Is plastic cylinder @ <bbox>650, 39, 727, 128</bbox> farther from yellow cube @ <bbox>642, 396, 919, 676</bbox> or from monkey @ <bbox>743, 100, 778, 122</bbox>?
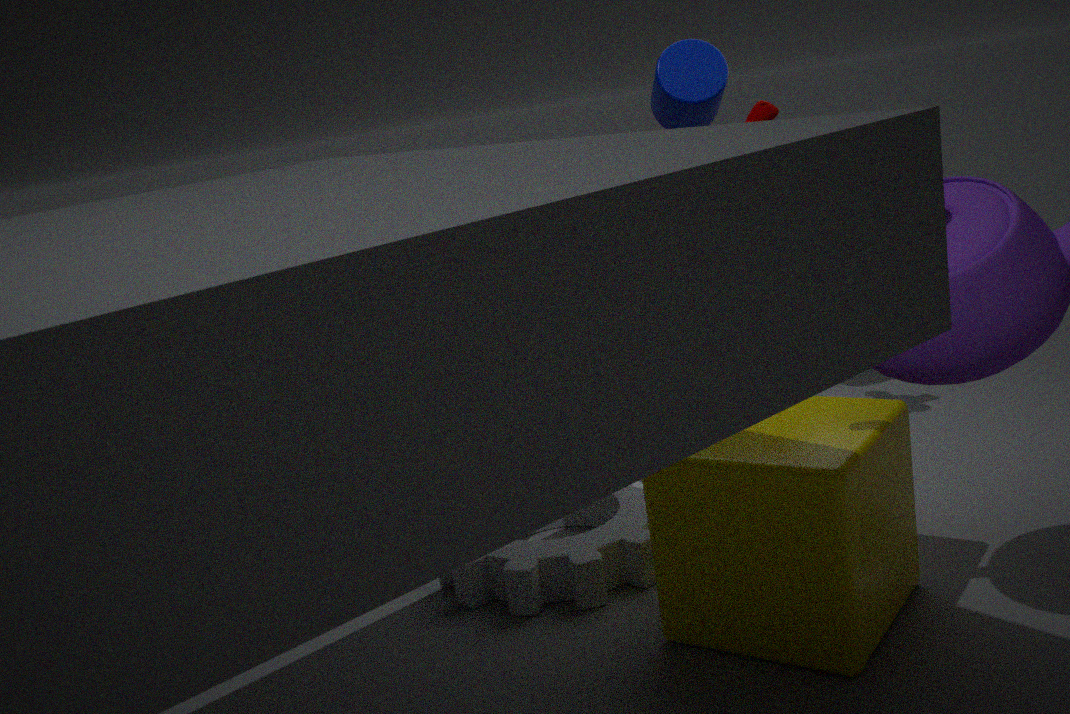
yellow cube @ <bbox>642, 396, 919, 676</bbox>
